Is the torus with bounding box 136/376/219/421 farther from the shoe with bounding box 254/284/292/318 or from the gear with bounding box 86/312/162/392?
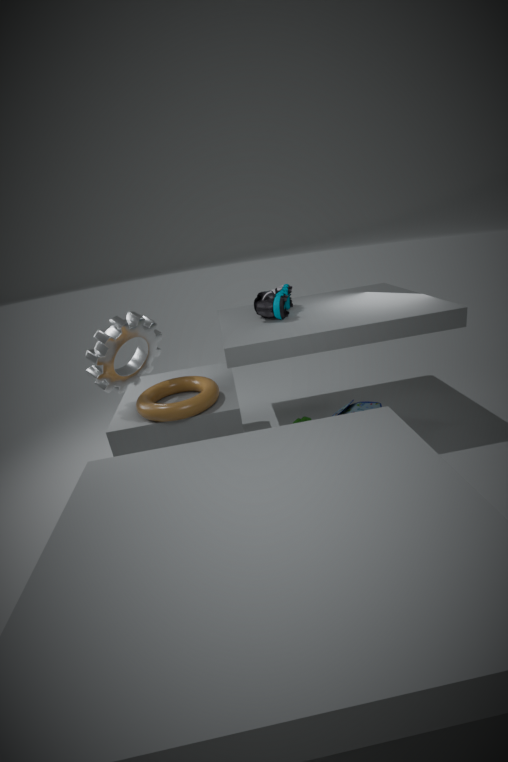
the shoe with bounding box 254/284/292/318
